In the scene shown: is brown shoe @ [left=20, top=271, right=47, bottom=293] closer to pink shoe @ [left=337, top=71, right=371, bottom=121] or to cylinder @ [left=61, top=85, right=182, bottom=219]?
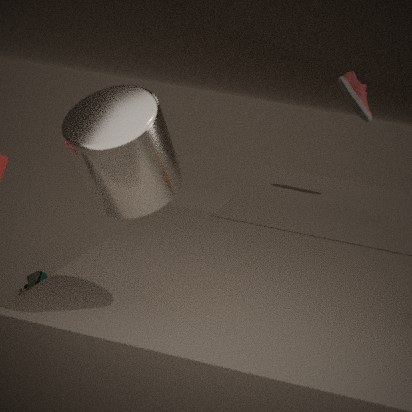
pink shoe @ [left=337, top=71, right=371, bottom=121]
